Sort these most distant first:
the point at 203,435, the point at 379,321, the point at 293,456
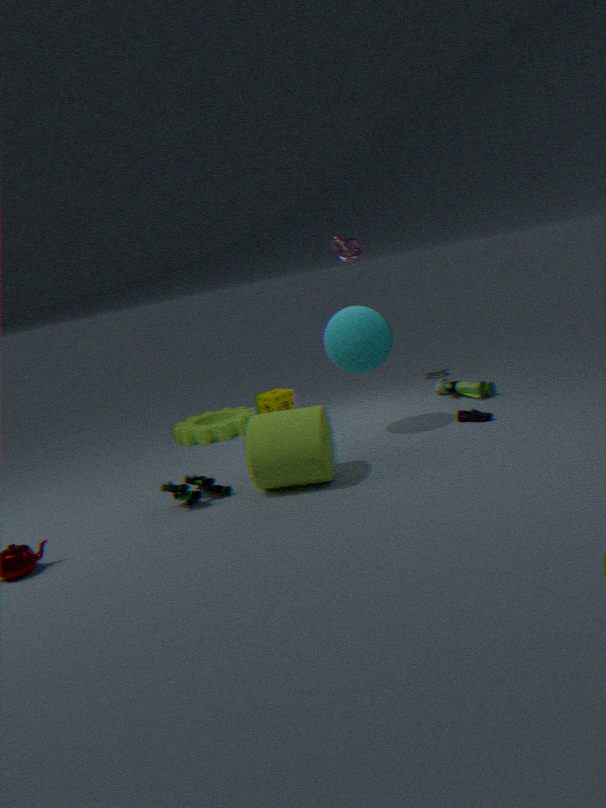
the point at 203,435 → the point at 379,321 → the point at 293,456
